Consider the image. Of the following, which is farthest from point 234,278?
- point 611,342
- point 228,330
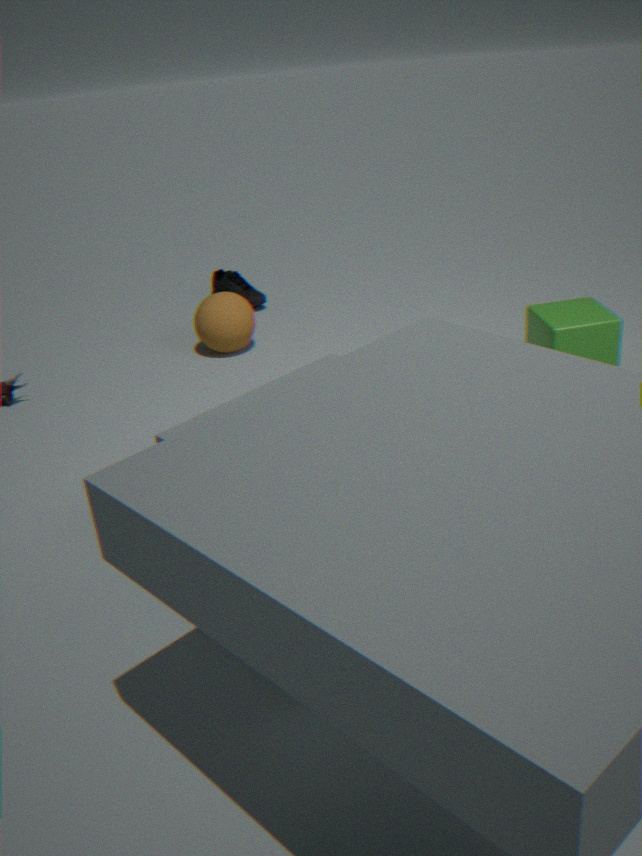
point 611,342
